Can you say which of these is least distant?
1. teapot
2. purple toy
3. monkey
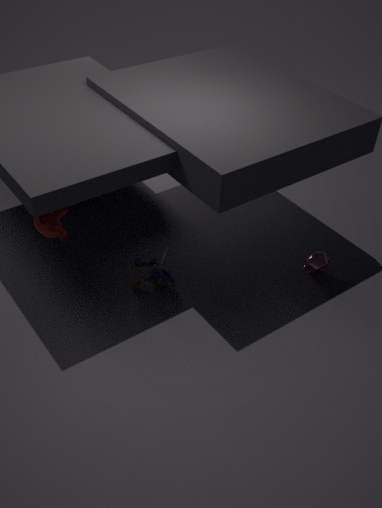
monkey
